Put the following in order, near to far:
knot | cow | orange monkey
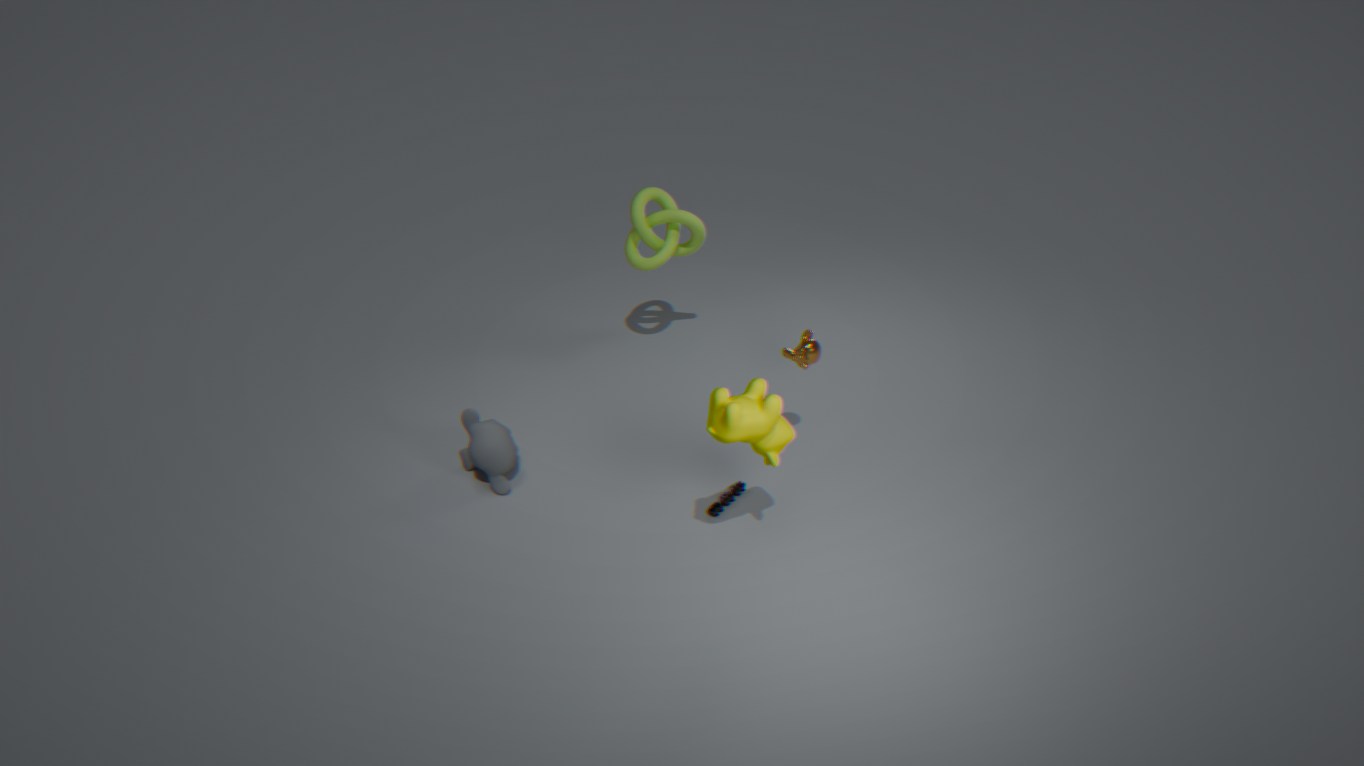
cow, orange monkey, knot
